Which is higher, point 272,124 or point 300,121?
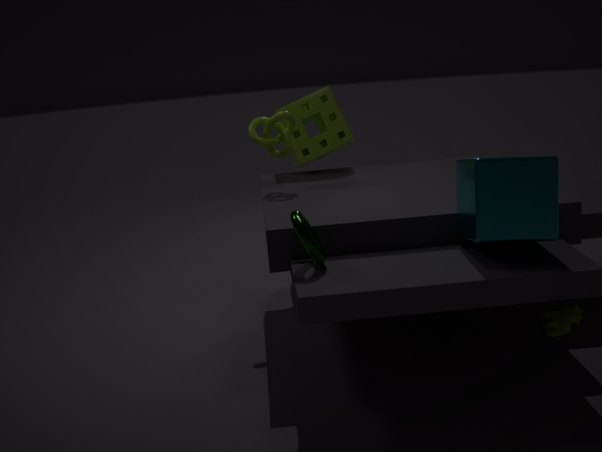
point 272,124
